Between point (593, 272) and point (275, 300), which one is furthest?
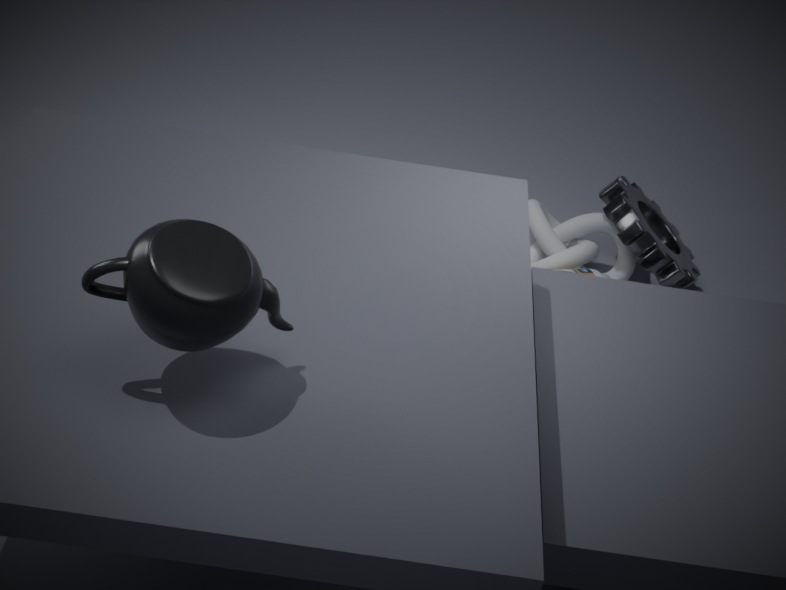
point (593, 272)
